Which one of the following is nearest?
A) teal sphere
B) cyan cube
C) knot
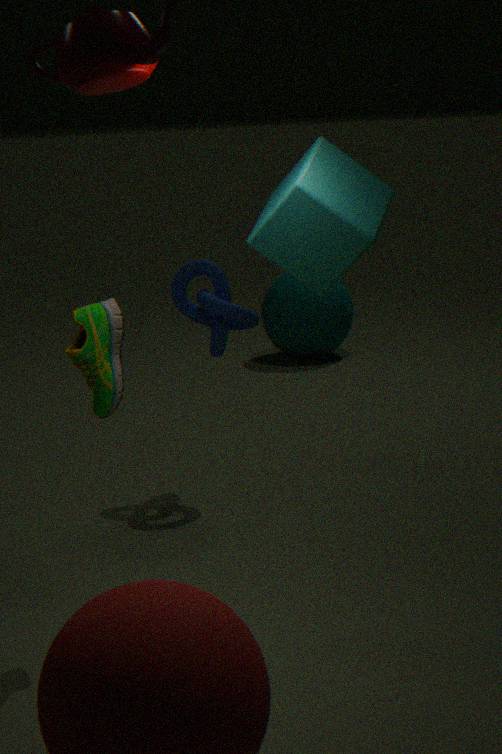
cyan cube
